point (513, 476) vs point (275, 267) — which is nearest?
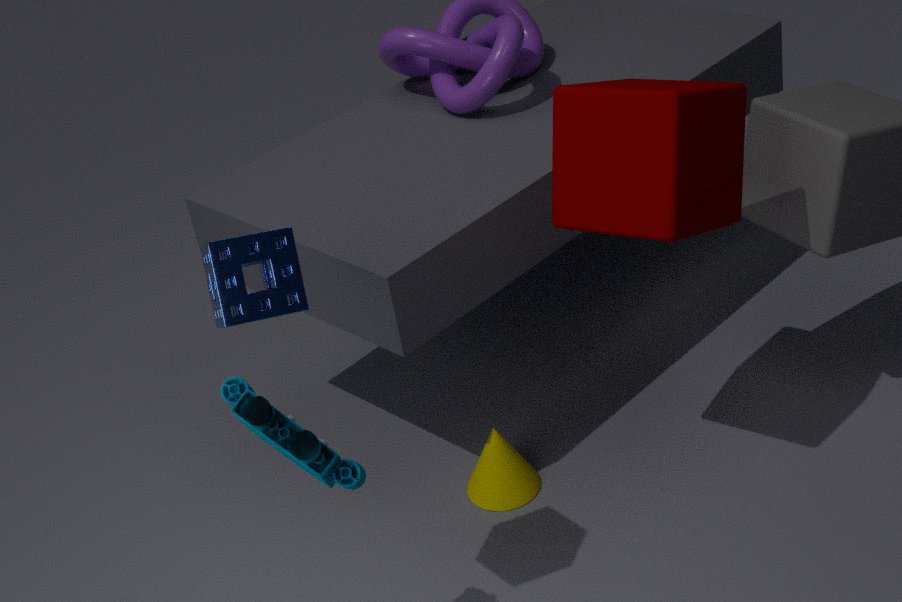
point (275, 267)
